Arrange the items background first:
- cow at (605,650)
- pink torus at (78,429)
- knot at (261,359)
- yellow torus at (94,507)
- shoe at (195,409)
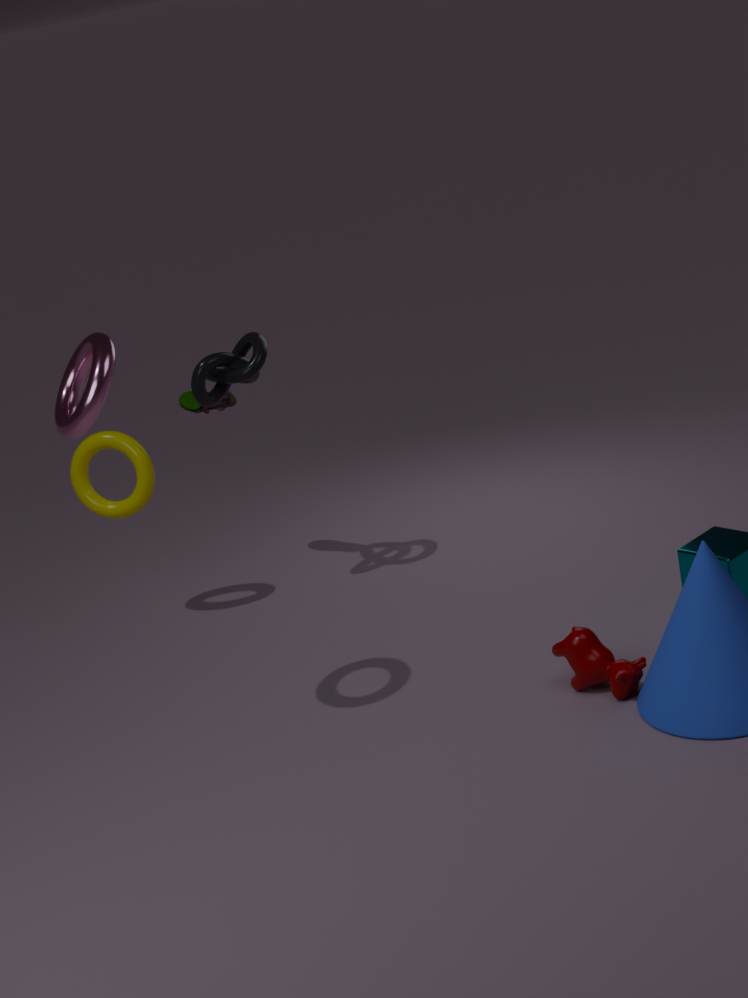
shoe at (195,409) → yellow torus at (94,507) → knot at (261,359) → cow at (605,650) → pink torus at (78,429)
